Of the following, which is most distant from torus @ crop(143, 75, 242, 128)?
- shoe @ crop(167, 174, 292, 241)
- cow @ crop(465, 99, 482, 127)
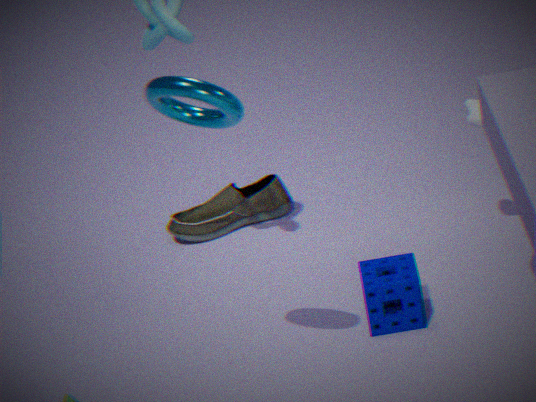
shoe @ crop(167, 174, 292, 241)
